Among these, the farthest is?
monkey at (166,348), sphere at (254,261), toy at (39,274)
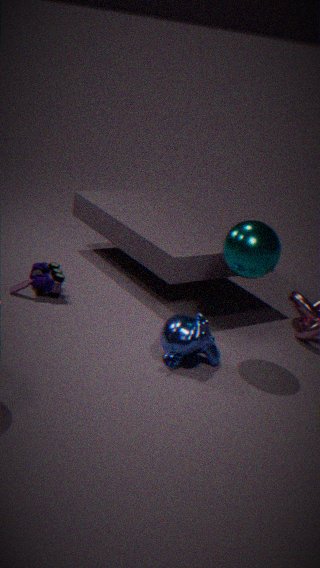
toy at (39,274)
